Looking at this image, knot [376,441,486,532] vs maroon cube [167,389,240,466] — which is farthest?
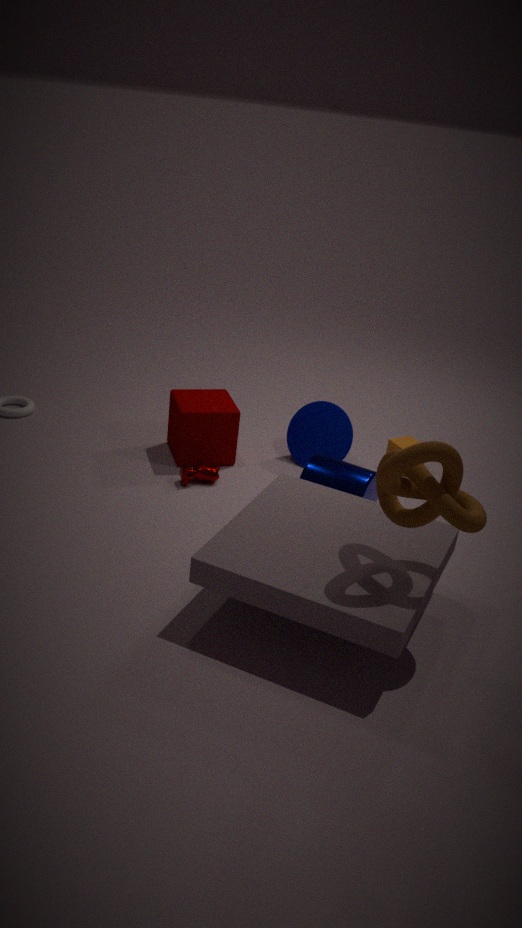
maroon cube [167,389,240,466]
